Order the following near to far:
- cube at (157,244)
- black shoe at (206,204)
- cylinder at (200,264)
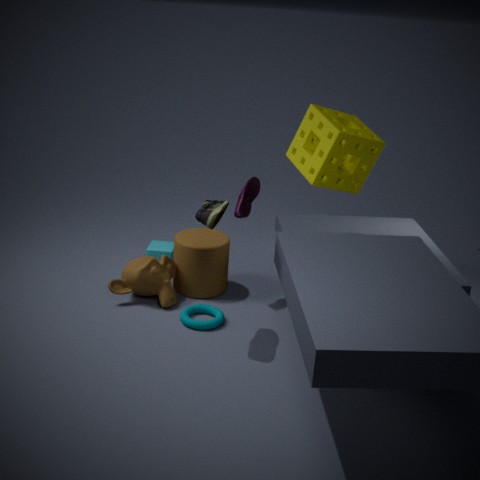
black shoe at (206,204) < cylinder at (200,264) < cube at (157,244)
